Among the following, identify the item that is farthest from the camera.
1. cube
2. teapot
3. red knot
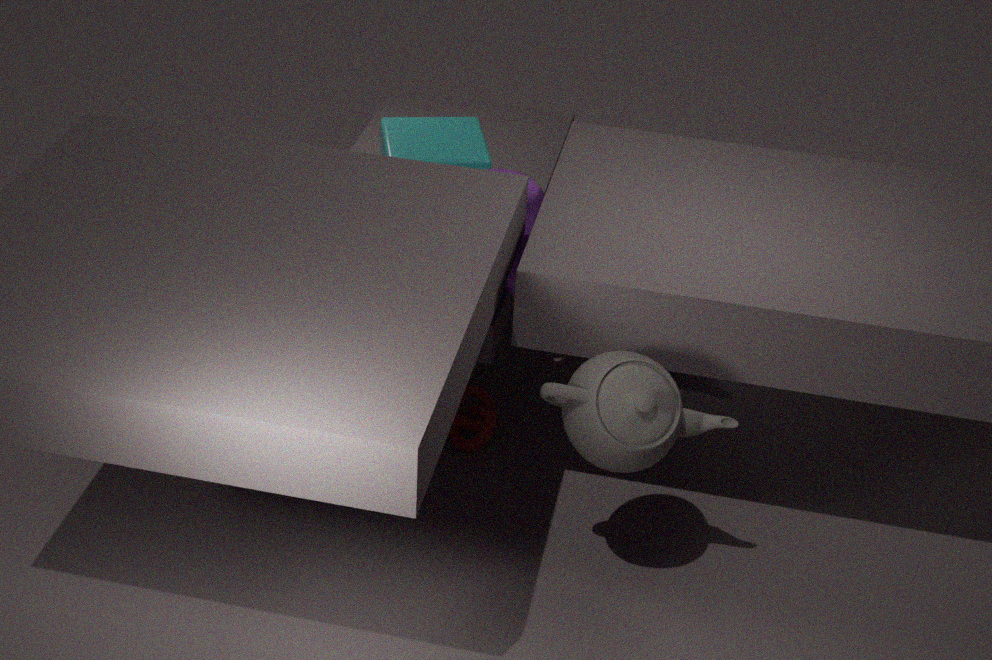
cube
